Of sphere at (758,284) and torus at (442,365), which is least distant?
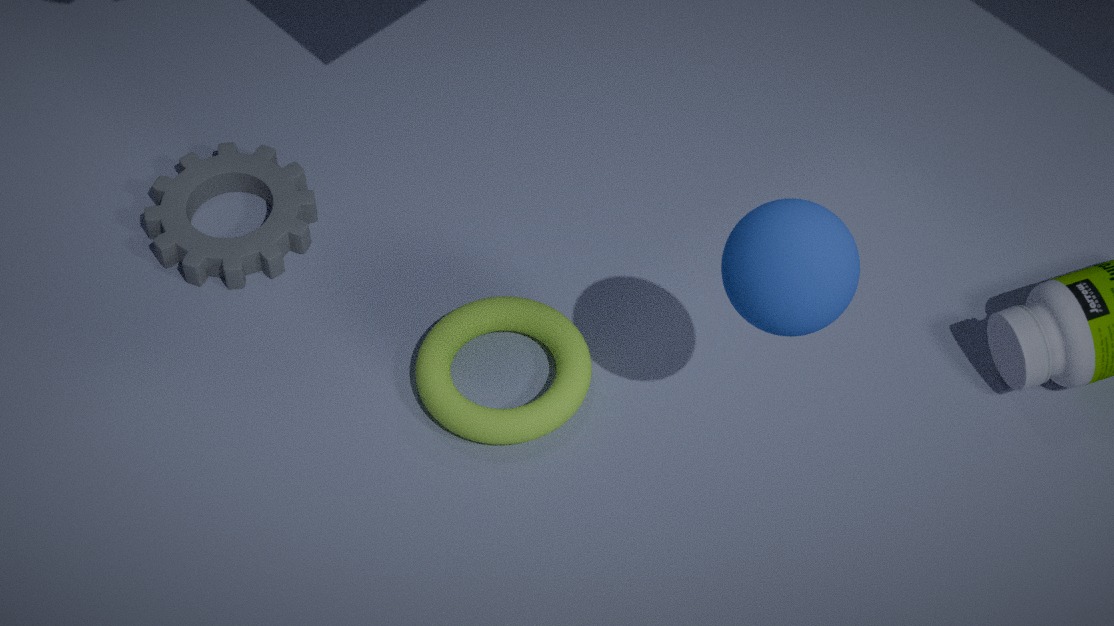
sphere at (758,284)
